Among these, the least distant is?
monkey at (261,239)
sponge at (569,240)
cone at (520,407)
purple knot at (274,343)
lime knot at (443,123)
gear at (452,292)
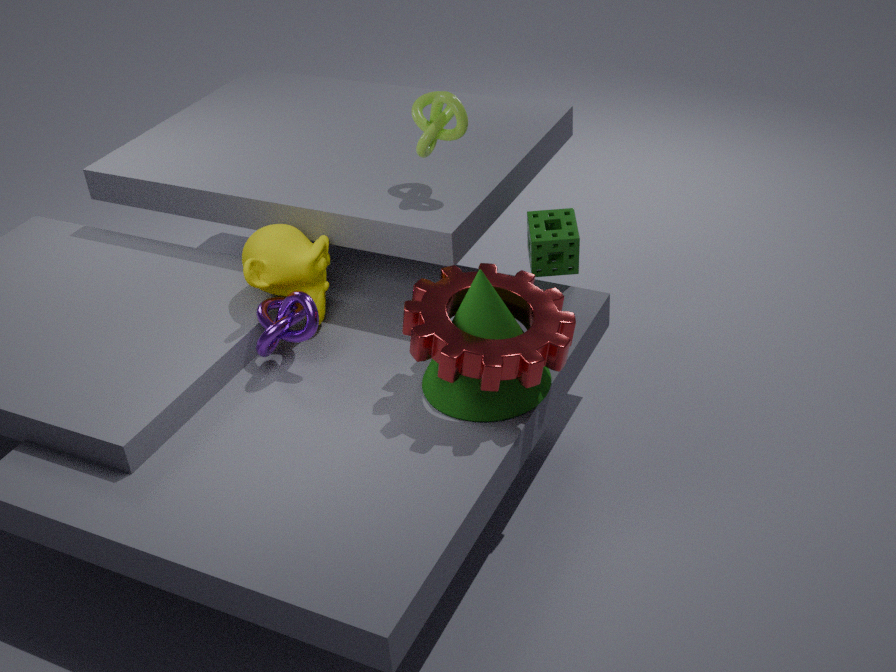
gear at (452,292)
